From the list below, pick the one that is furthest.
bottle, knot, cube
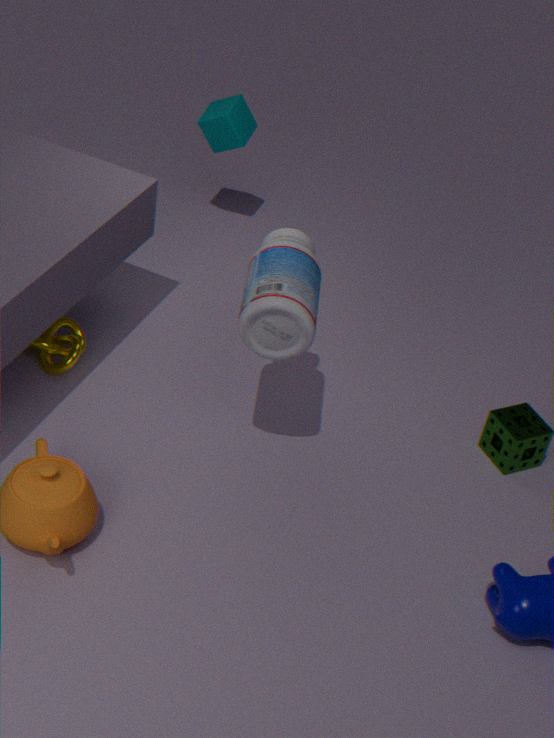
cube
